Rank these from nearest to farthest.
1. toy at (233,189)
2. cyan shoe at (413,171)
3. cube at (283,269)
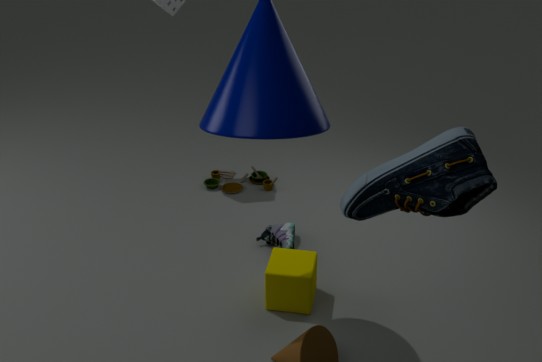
cyan shoe at (413,171) < cube at (283,269) < toy at (233,189)
